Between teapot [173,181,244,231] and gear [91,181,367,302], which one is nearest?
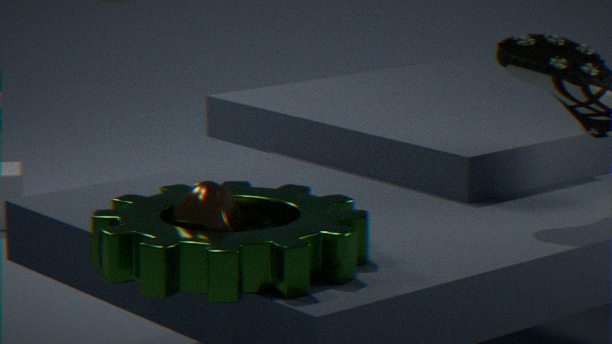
gear [91,181,367,302]
